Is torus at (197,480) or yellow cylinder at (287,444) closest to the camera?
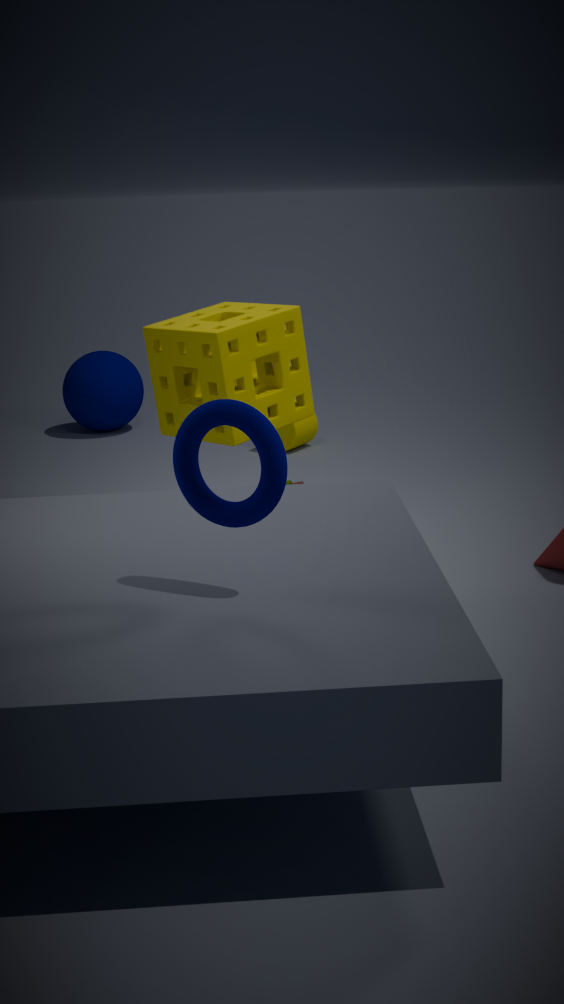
torus at (197,480)
